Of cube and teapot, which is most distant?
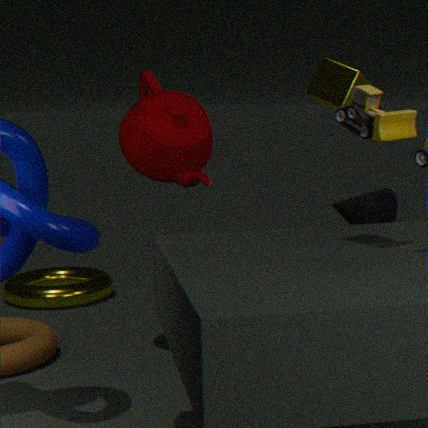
cube
